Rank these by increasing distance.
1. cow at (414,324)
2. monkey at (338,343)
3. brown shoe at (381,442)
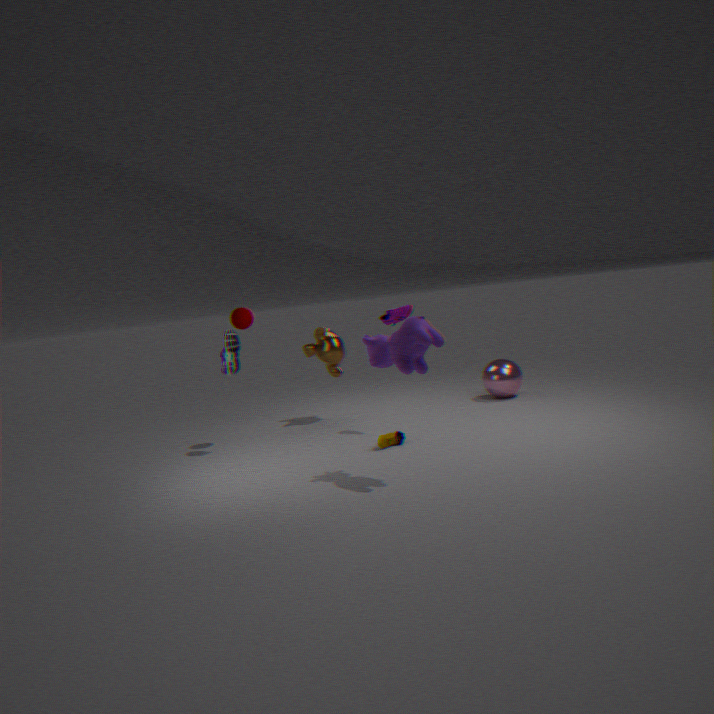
cow at (414,324)
brown shoe at (381,442)
monkey at (338,343)
